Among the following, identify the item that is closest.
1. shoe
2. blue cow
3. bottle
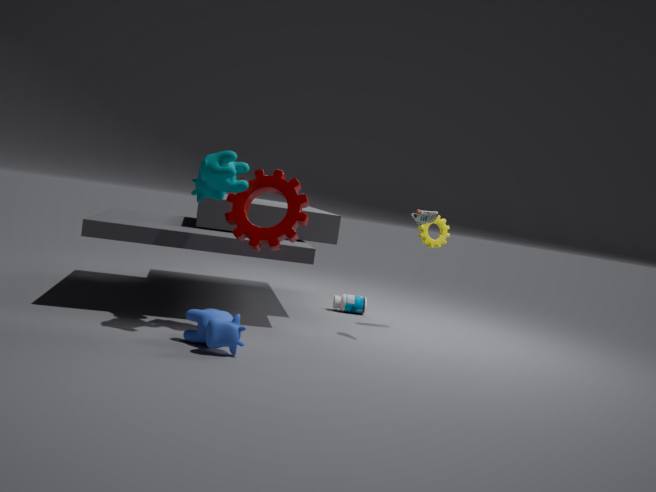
blue cow
